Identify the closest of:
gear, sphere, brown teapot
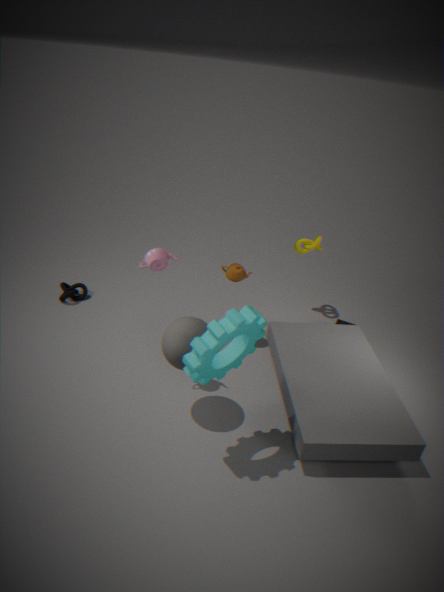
gear
